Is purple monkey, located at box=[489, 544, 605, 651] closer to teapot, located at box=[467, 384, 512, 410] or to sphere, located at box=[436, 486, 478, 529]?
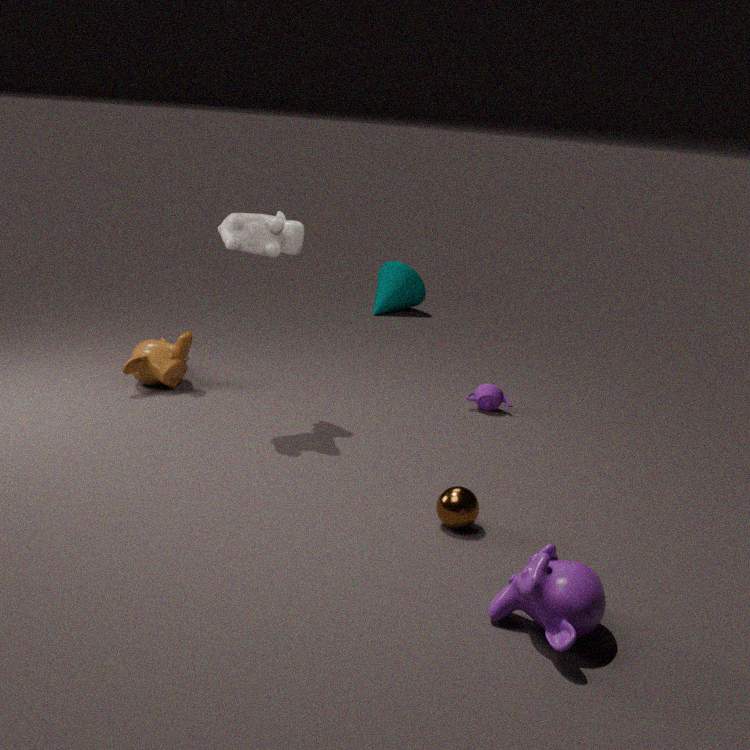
sphere, located at box=[436, 486, 478, 529]
